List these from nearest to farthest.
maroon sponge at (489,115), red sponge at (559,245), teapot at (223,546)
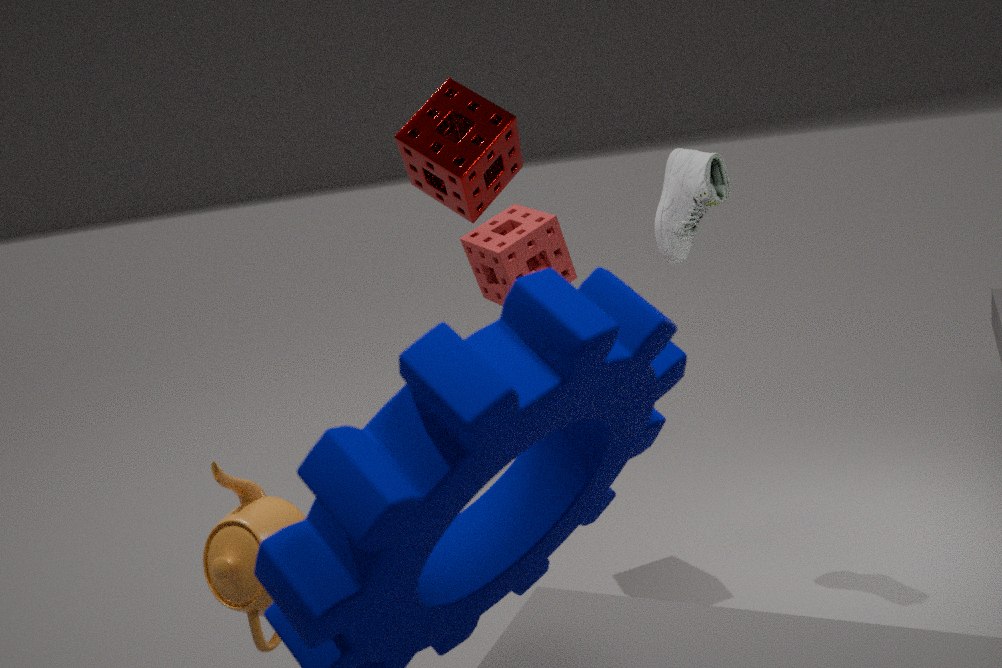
teapot at (223,546), maroon sponge at (489,115), red sponge at (559,245)
